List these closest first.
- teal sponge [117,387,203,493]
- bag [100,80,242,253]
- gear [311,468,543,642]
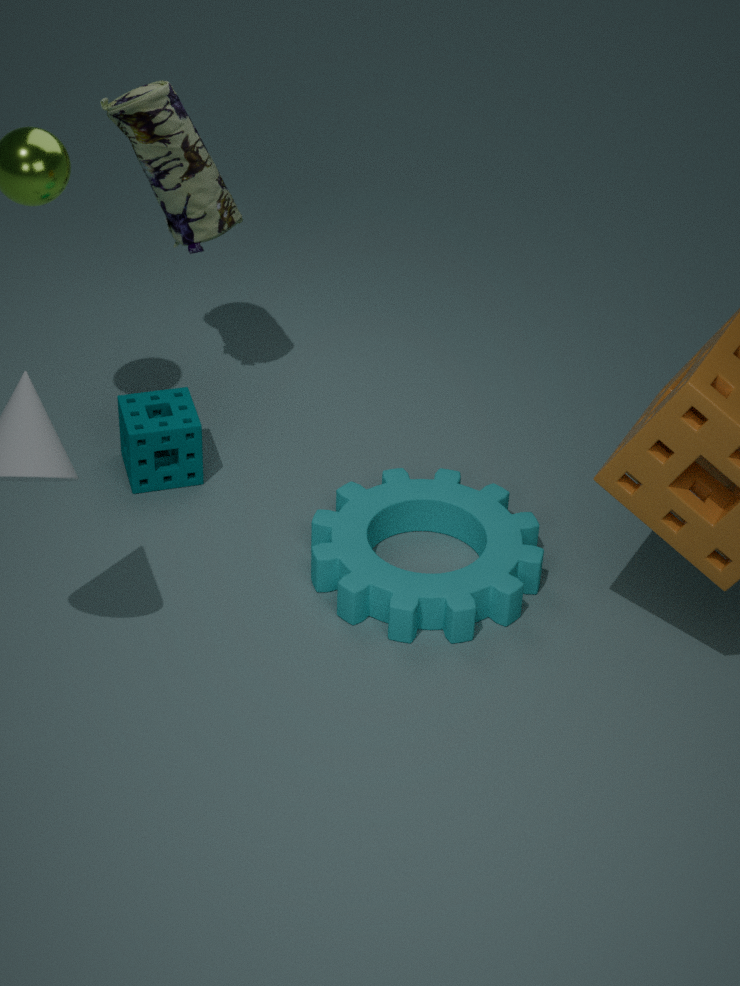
gear [311,468,543,642]
bag [100,80,242,253]
teal sponge [117,387,203,493]
